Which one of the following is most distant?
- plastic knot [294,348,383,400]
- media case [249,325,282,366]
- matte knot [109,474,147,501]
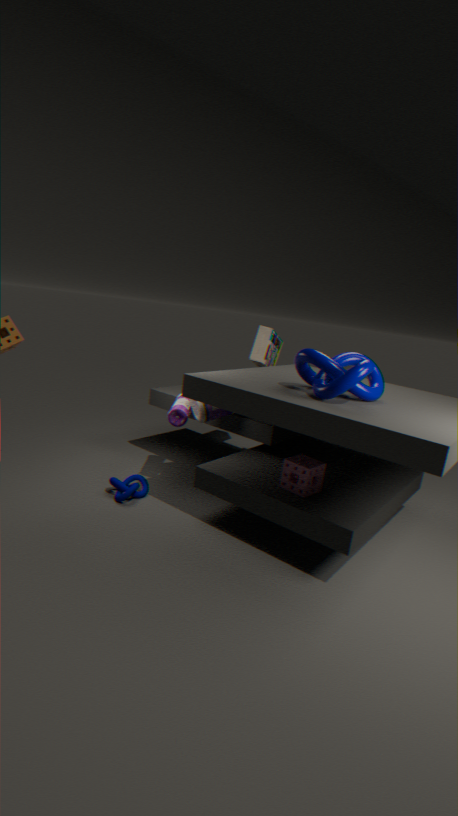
media case [249,325,282,366]
